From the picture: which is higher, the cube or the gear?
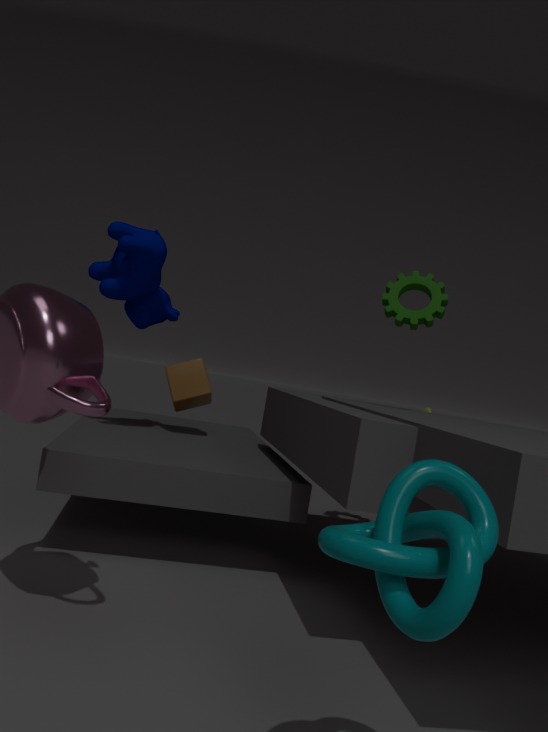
the gear
